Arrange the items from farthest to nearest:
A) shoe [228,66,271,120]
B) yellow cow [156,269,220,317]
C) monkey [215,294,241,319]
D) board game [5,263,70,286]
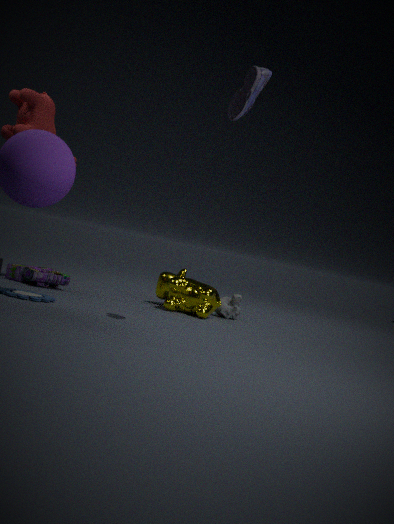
monkey [215,294,241,319] < yellow cow [156,269,220,317] < board game [5,263,70,286] < shoe [228,66,271,120]
